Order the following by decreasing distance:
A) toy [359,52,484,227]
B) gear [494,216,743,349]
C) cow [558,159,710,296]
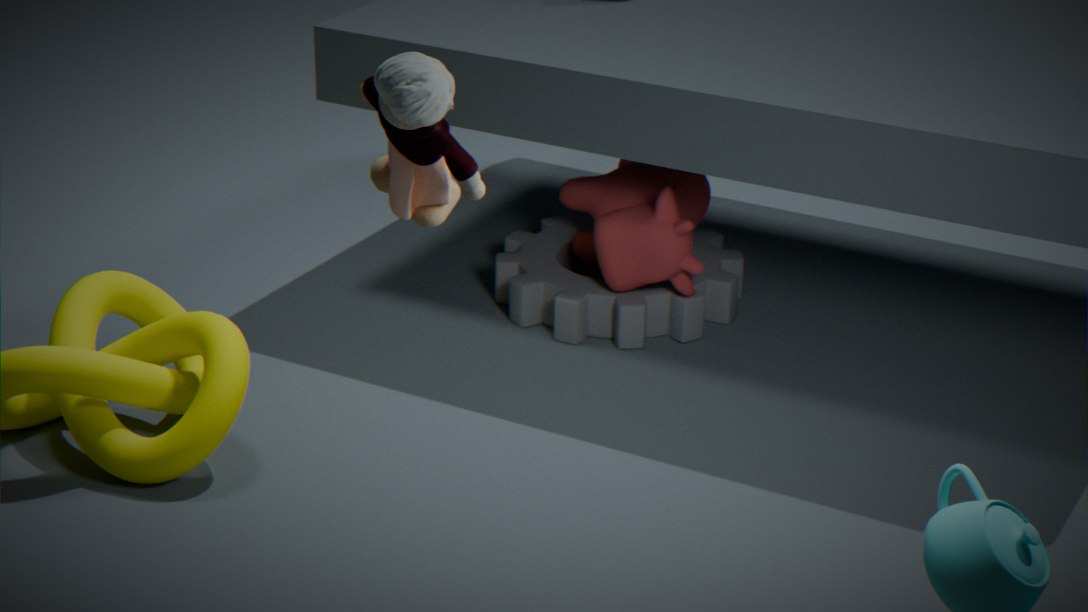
gear [494,216,743,349] < cow [558,159,710,296] < toy [359,52,484,227]
